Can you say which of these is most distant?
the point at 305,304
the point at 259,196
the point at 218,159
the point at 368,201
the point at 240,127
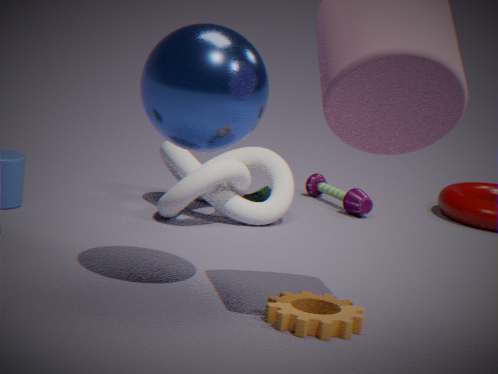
the point at 368,201
